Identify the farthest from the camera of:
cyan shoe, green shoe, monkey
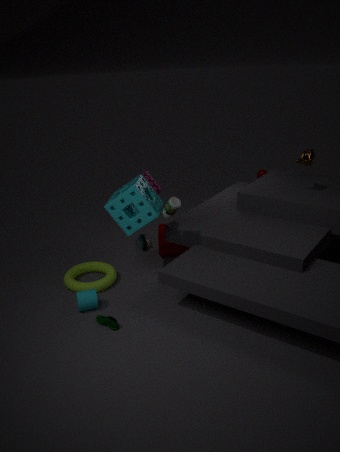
cyan shoe
